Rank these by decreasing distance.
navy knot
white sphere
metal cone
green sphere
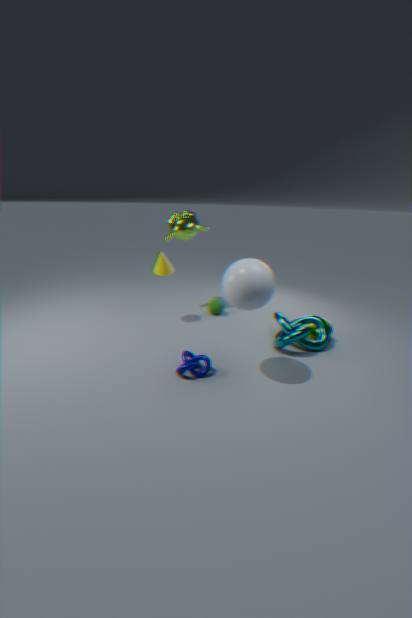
green sphere
metal cone
navy knot
white sphere
